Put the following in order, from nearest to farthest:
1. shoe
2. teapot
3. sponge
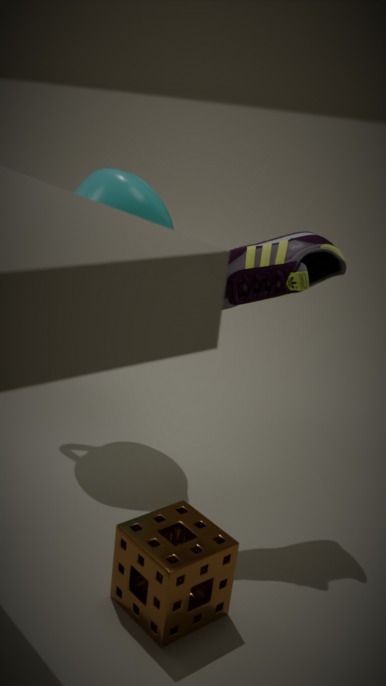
sponge, shoe, teapot
